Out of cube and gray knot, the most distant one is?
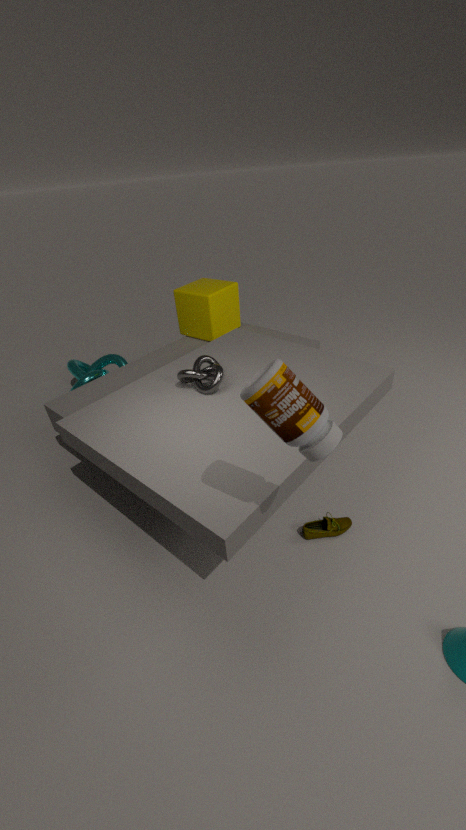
cube
